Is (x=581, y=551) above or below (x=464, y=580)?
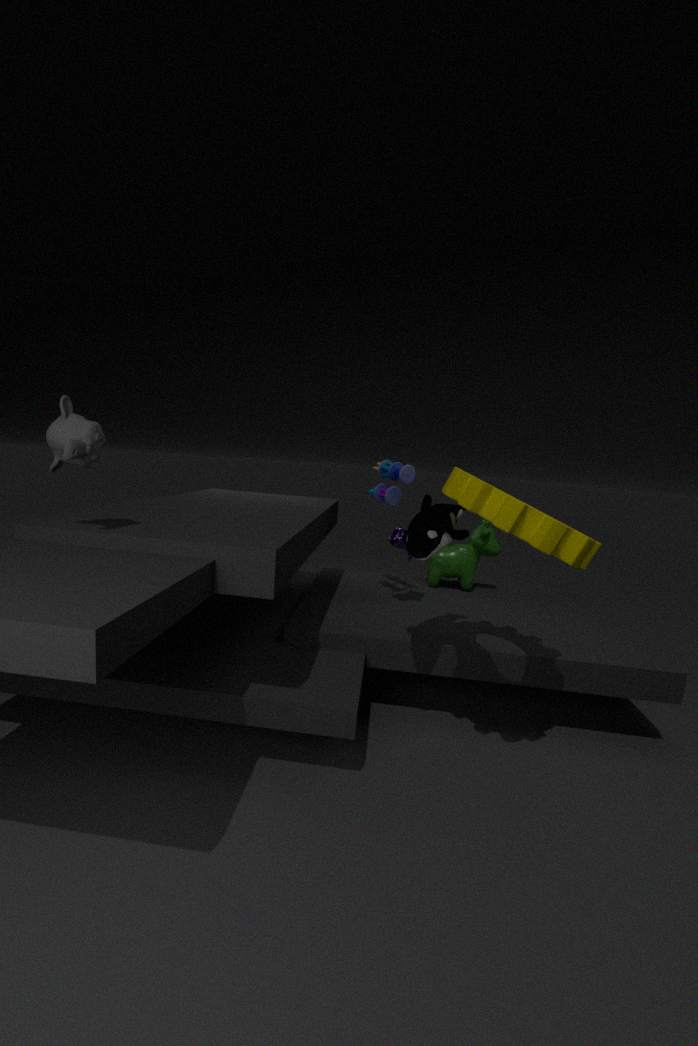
above
